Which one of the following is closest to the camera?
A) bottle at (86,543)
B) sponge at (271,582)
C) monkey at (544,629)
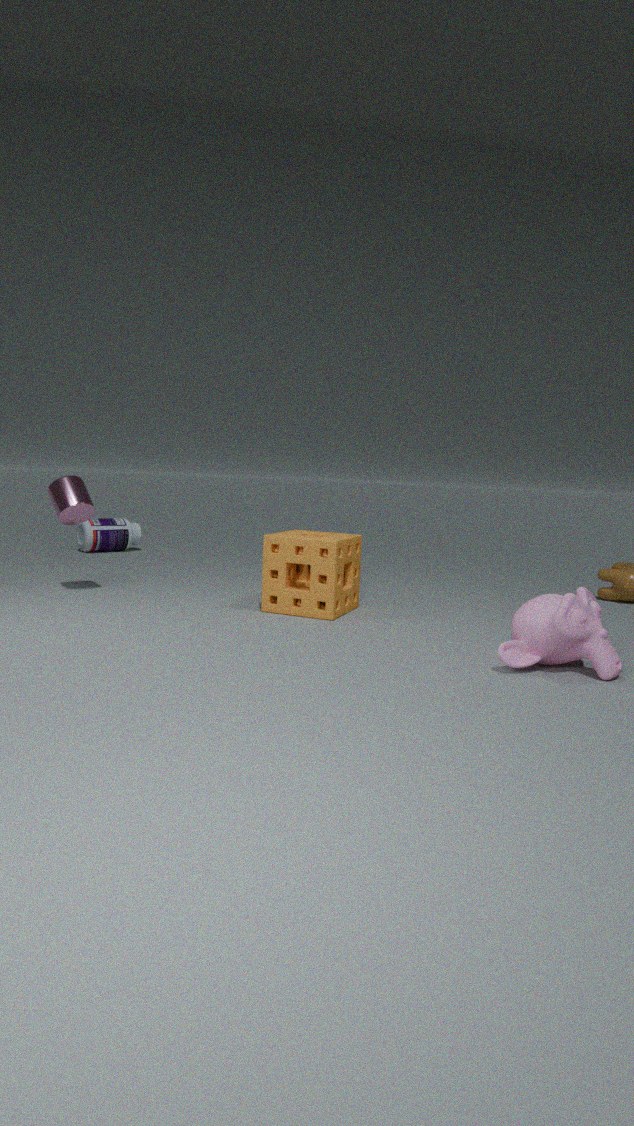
monkey at (544,629)
